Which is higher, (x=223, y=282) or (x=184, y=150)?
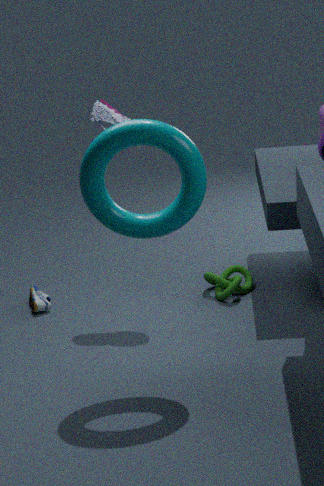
(x=184, y=150)
